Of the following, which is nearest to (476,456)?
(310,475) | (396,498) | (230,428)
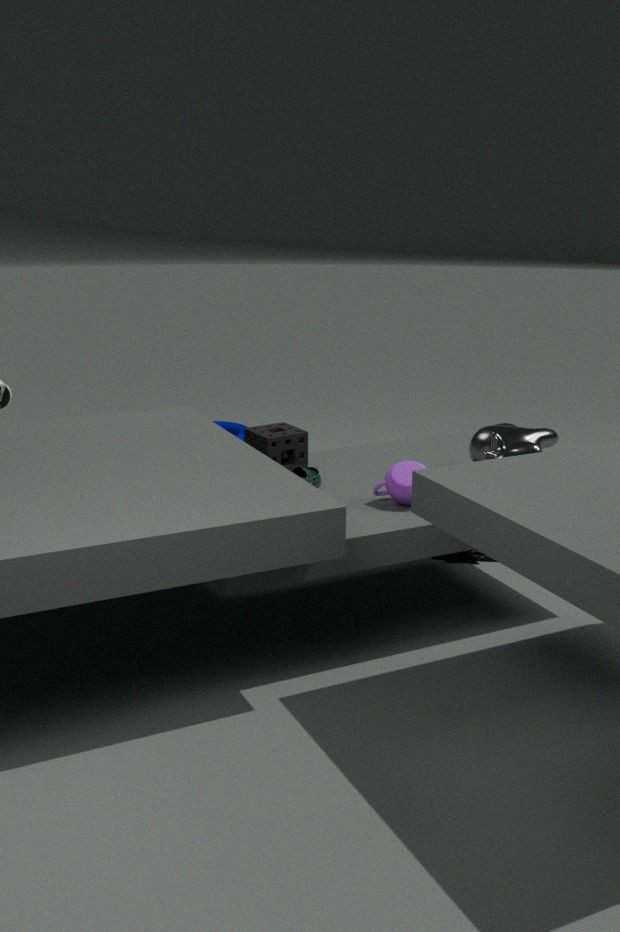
(396,498)
